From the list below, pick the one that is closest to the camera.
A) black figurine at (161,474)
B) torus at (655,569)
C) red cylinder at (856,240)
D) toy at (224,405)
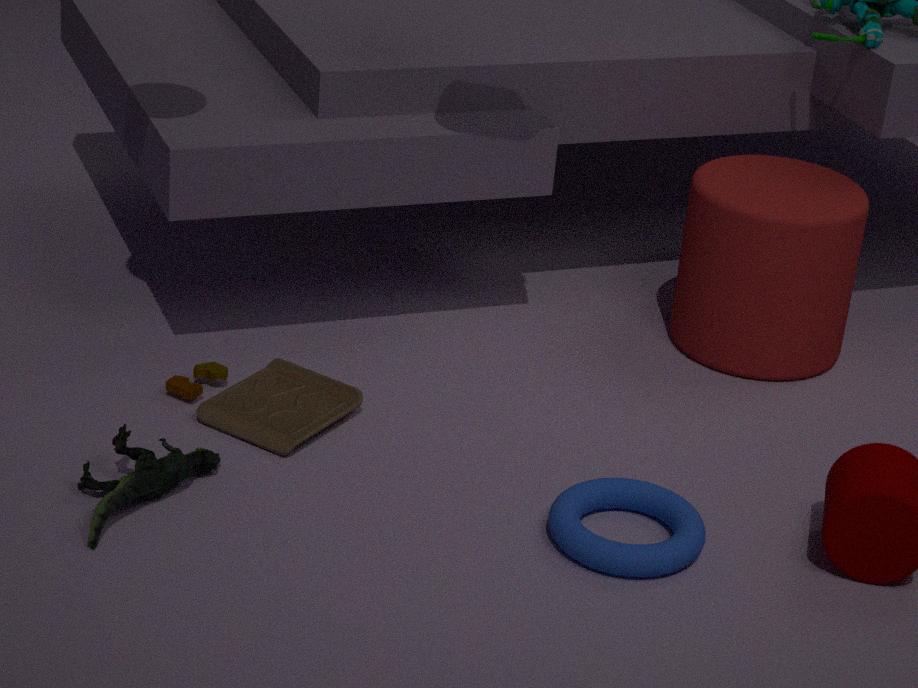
black figurine at (161,474)
